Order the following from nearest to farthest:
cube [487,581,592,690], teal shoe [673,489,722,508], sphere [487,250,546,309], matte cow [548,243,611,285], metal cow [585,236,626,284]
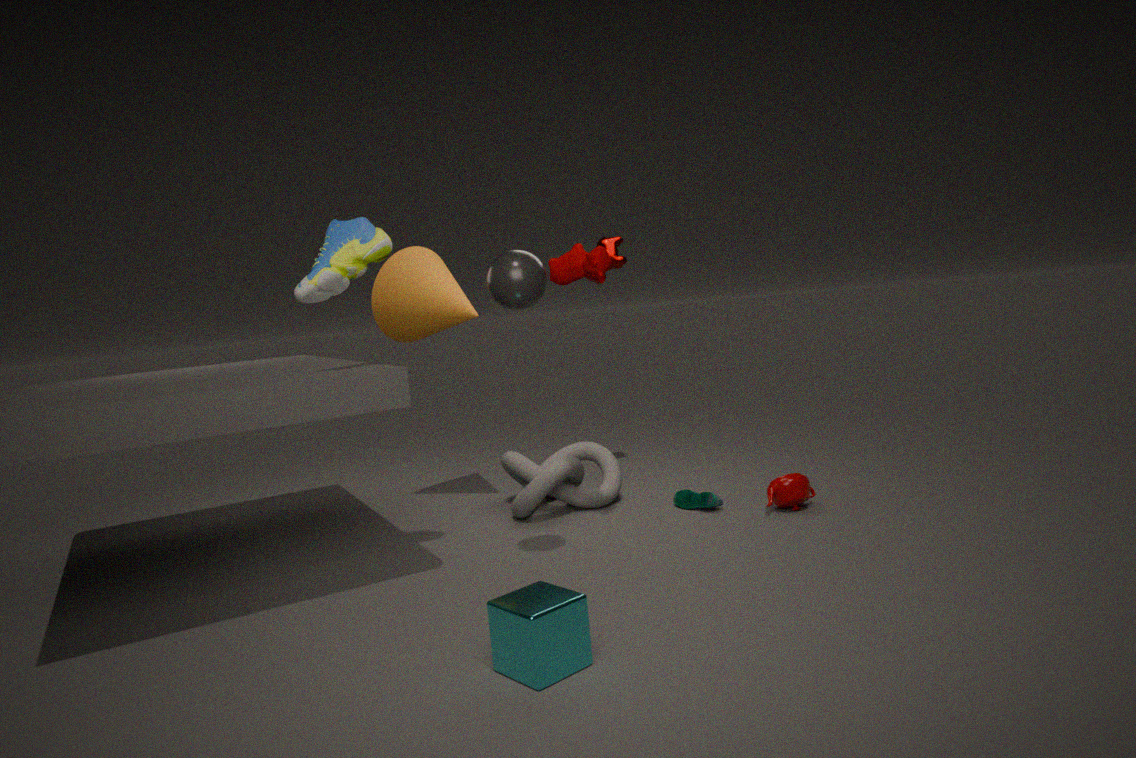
cube [487,581,592,690] → sphere [487,250,546,309] → matte cow [548,243,611,285] → teal shoe [673,489,722,508] → metal cow [585,236,626,284]
